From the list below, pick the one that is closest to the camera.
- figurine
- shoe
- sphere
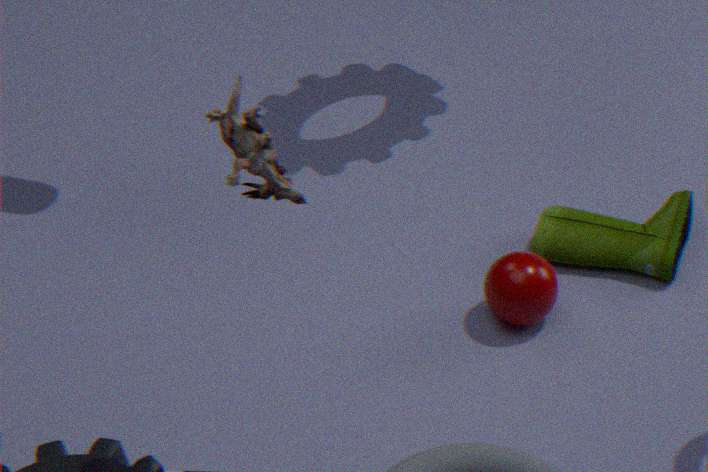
figurine
